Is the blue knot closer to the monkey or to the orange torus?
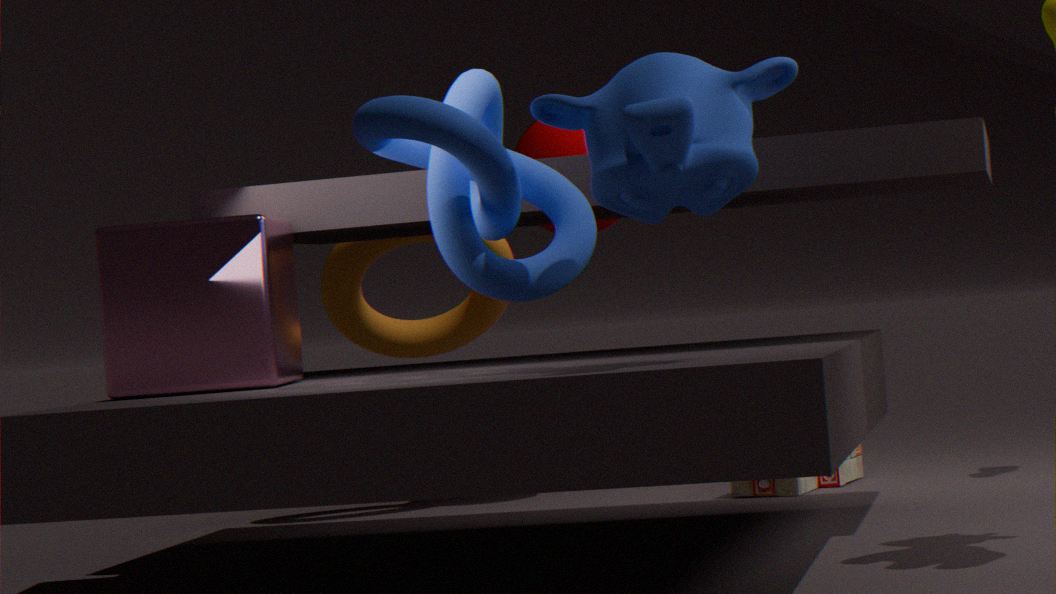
the monkey
